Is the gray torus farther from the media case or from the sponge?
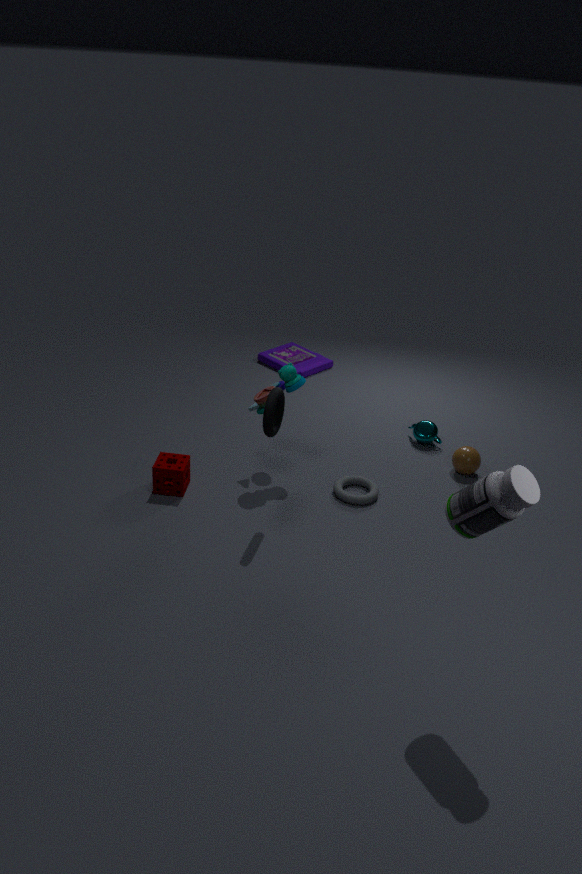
→ the media case
